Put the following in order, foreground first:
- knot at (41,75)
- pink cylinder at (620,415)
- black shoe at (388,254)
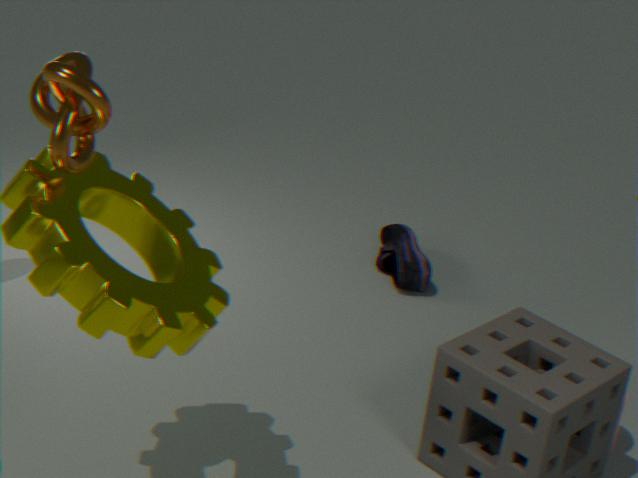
knot at (41,75), pink cylinder at (620,415), black shoe at (388,254)
